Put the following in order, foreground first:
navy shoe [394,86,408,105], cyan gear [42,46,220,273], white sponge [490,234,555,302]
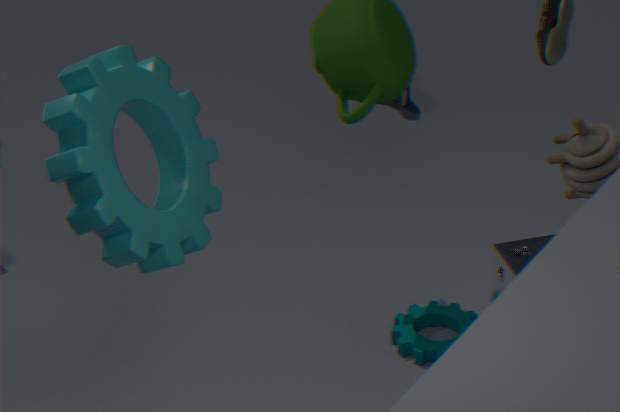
cyan gear [42,46,220,273] < white sponge [490,234,555,302] < navy shoe [394,86,408,105]
